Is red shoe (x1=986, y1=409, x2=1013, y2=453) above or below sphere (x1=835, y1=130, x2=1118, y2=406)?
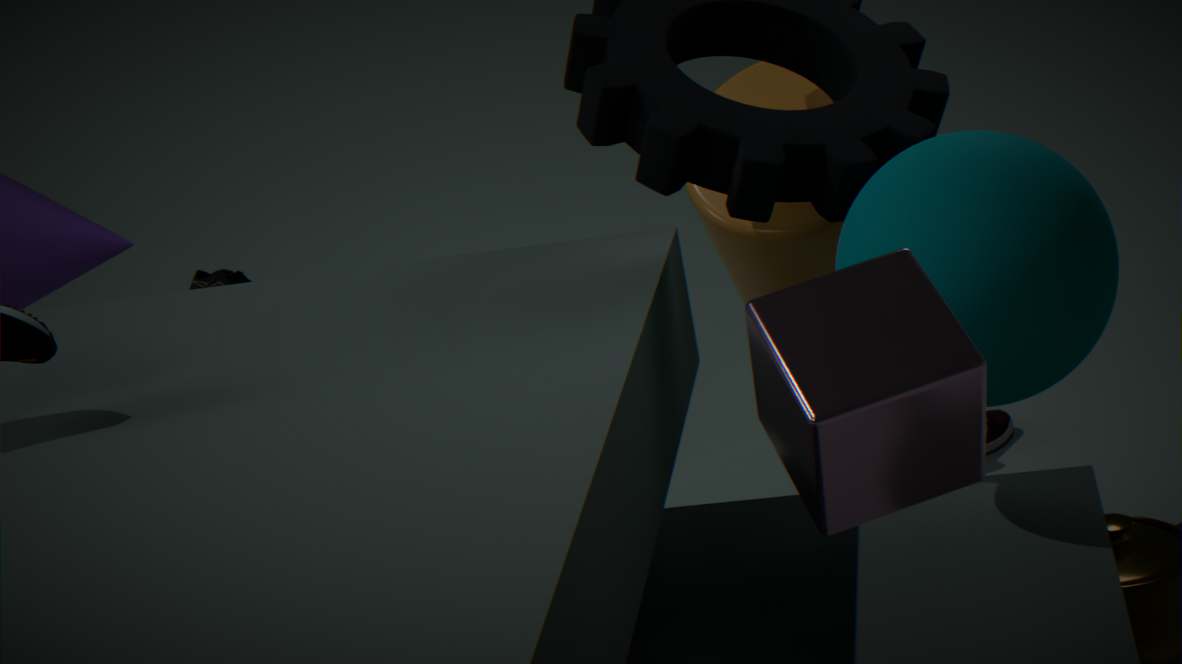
below
